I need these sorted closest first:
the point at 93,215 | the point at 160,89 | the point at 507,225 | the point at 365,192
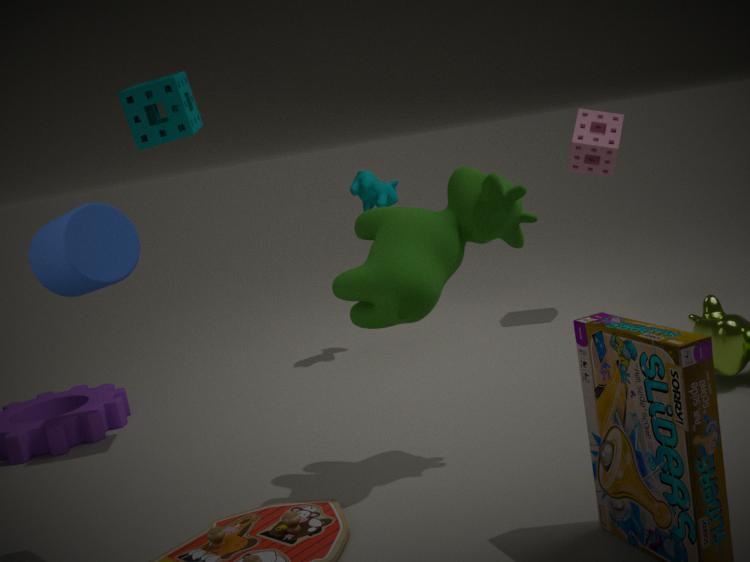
the point at 93,215 → the point at 507,225 → the point at 160,89 → the point at 365,192
